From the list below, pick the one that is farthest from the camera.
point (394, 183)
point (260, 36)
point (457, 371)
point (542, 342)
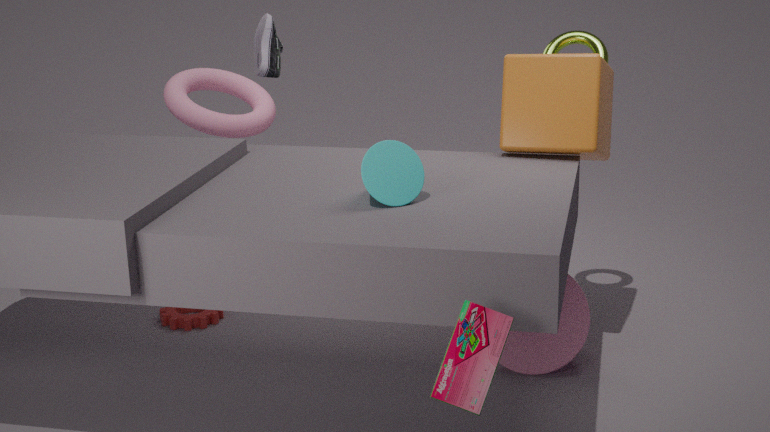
point (260, 36)
